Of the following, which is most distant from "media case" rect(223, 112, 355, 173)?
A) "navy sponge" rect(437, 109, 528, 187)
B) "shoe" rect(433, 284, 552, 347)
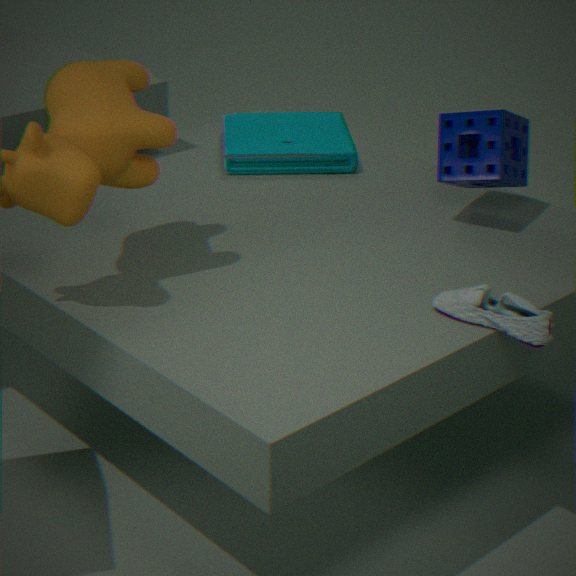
"shoe" rect(433, 284, 552, 347)
